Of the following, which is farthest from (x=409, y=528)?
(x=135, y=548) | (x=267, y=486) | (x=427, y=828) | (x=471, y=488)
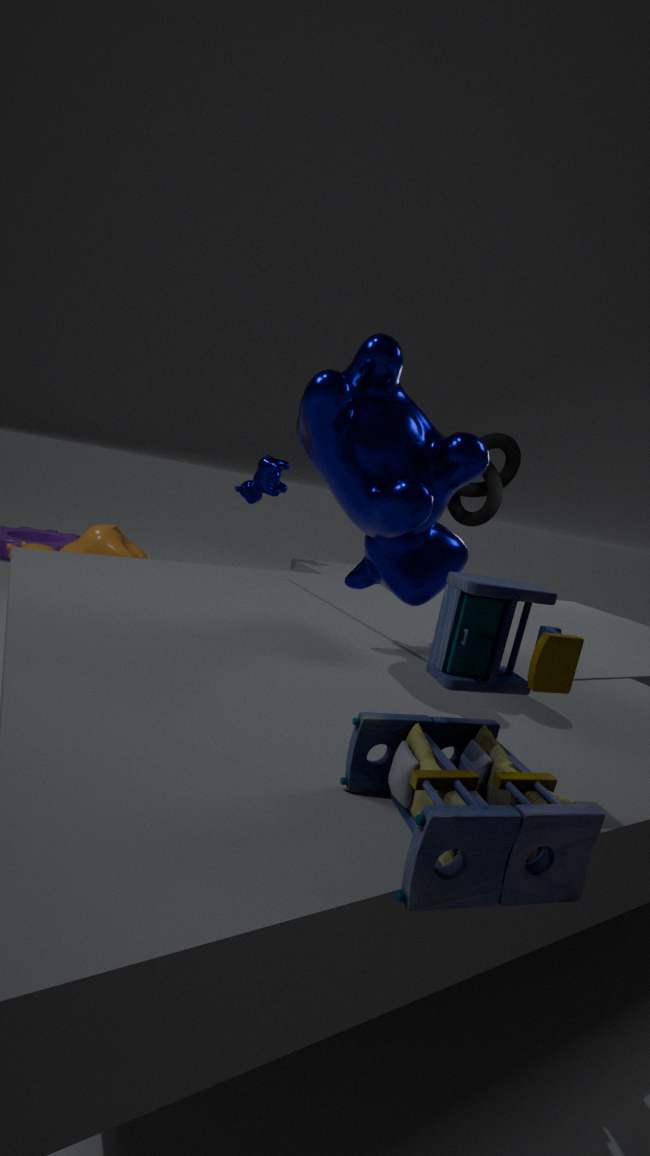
(x=471, y=488)
